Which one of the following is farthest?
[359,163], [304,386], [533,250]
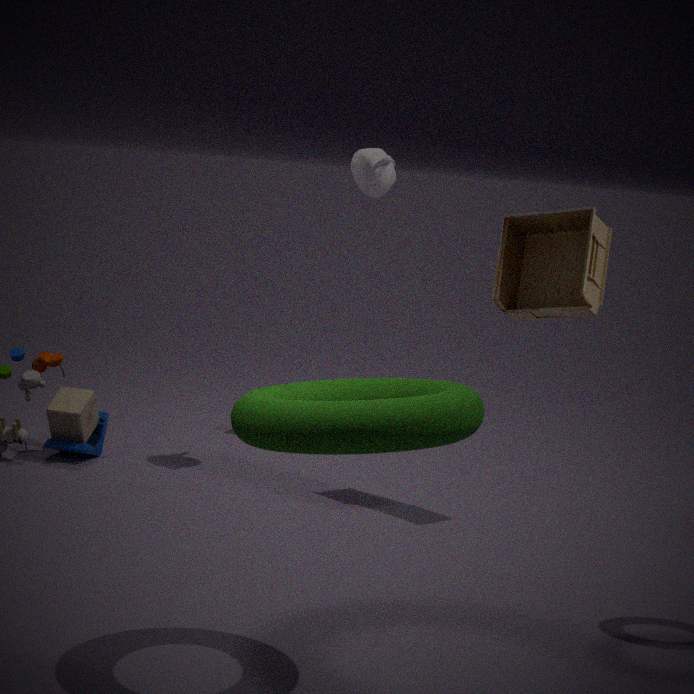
[359,163]
